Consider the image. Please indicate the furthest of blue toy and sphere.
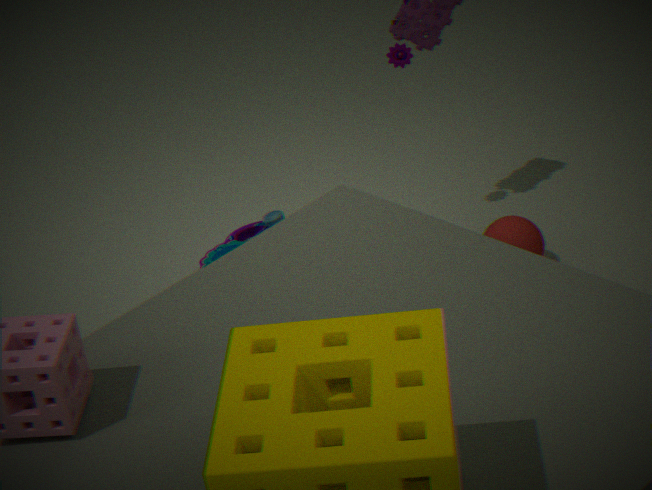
blue toy
